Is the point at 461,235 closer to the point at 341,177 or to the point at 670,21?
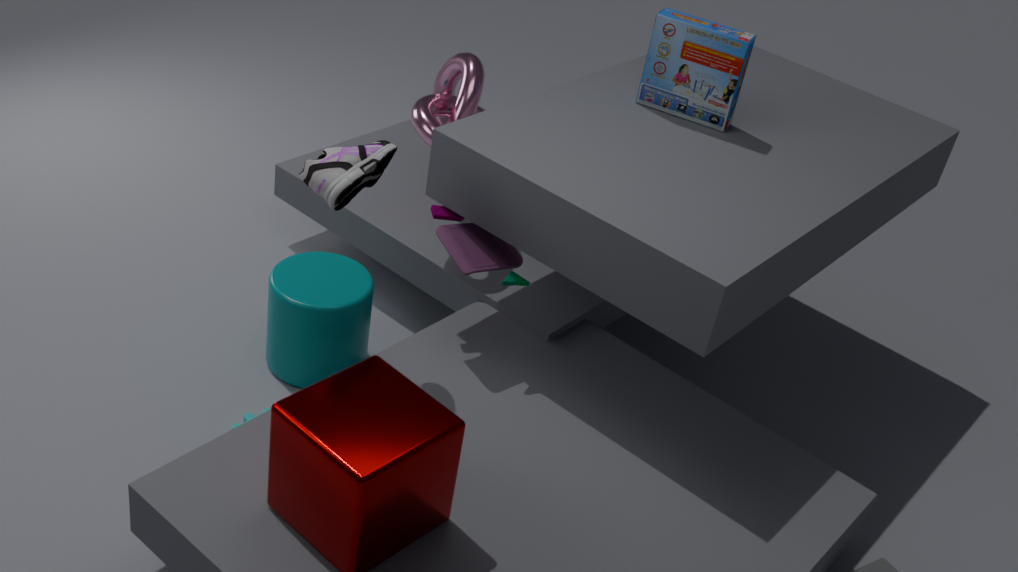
the point at 341,177
